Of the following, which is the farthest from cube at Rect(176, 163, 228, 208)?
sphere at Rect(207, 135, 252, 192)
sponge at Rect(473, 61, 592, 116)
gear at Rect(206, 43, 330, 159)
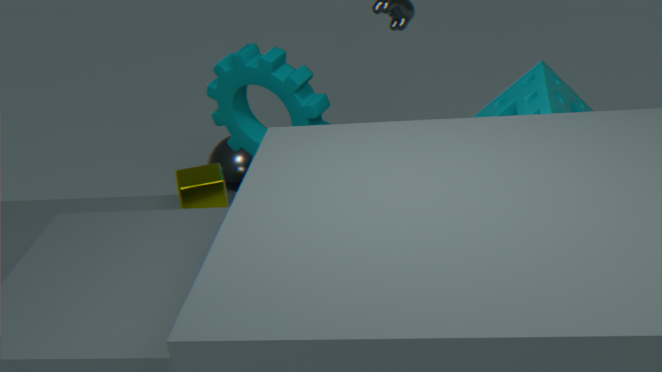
sponge at Rect(473, 61, 592, 116)
